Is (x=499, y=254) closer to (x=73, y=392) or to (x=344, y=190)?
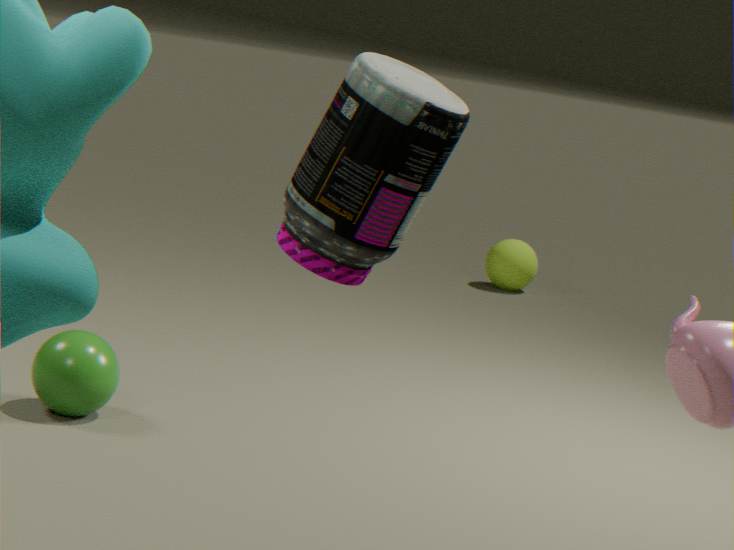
(x=73, y=392)
